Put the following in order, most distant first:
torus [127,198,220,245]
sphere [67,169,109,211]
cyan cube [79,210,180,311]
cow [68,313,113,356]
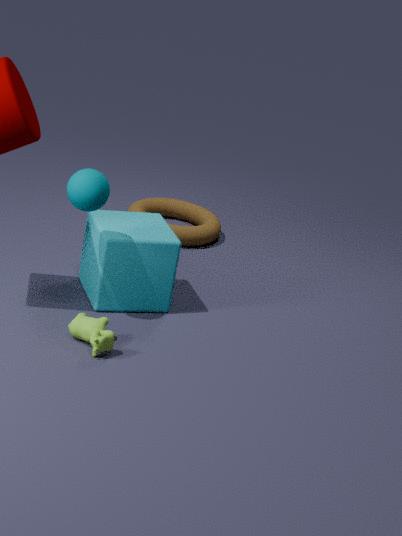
1. torus [127,198,220,245]
2. cyan cube [79,210,180,311]
3. sphere [67,169,109,211]
4. cow [68,313,113,356]
